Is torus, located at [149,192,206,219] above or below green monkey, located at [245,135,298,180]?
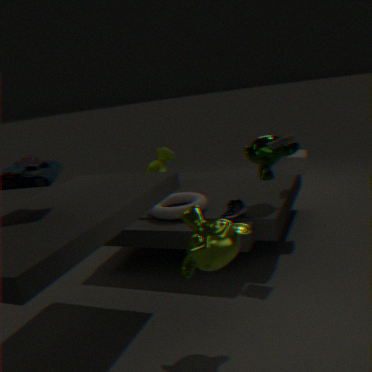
below
